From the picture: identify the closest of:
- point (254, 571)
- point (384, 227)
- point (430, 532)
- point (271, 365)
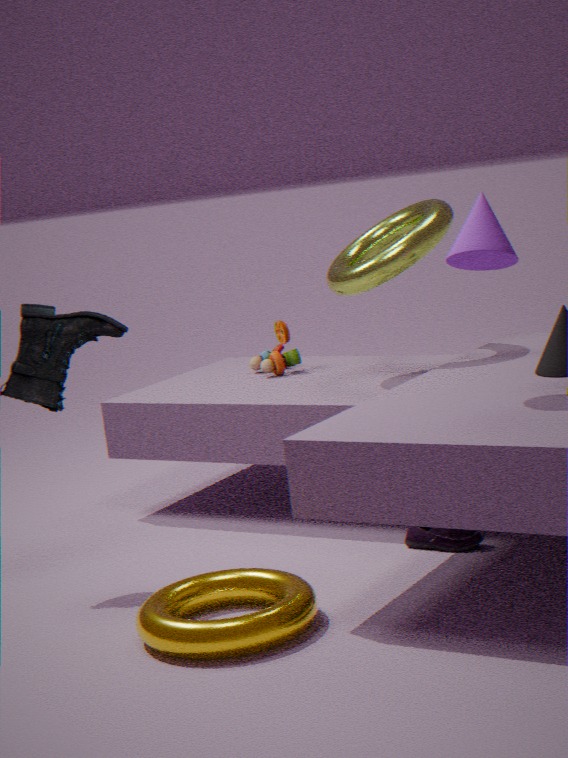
point (254, 571)
